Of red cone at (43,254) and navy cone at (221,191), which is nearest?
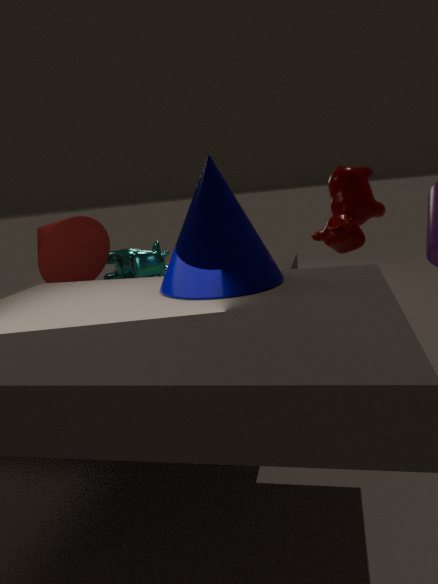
navy cone at (221,191)
